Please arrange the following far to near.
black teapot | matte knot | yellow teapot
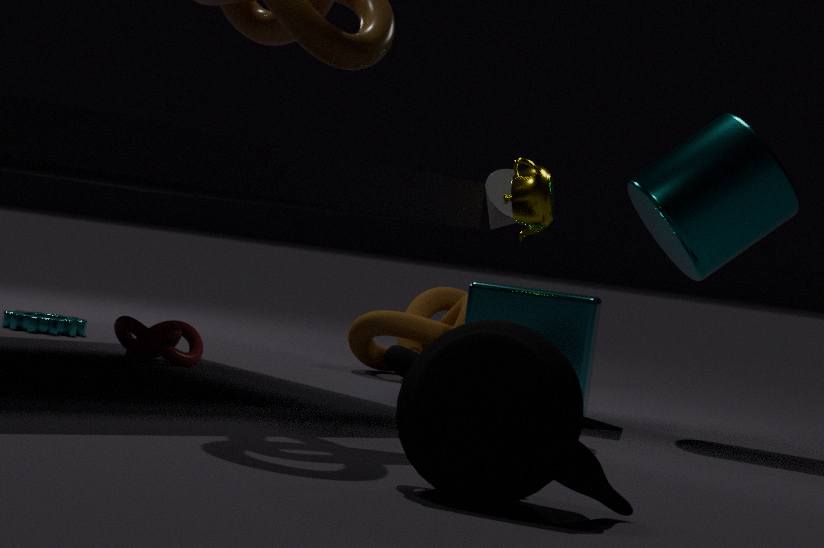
1. matte knot
2. yellow teapot
3. black teapot
